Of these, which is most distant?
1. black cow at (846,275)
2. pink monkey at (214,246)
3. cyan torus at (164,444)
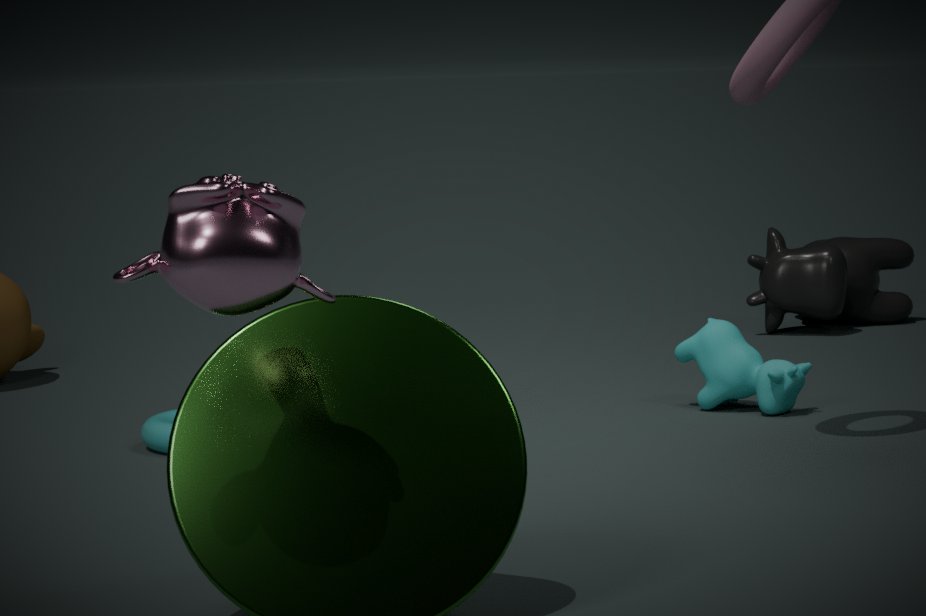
black cow at (846,275)
